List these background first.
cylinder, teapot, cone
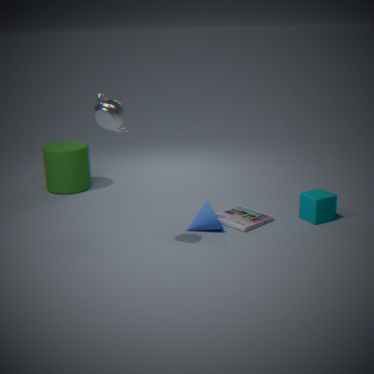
cylinder < cone < teapot
